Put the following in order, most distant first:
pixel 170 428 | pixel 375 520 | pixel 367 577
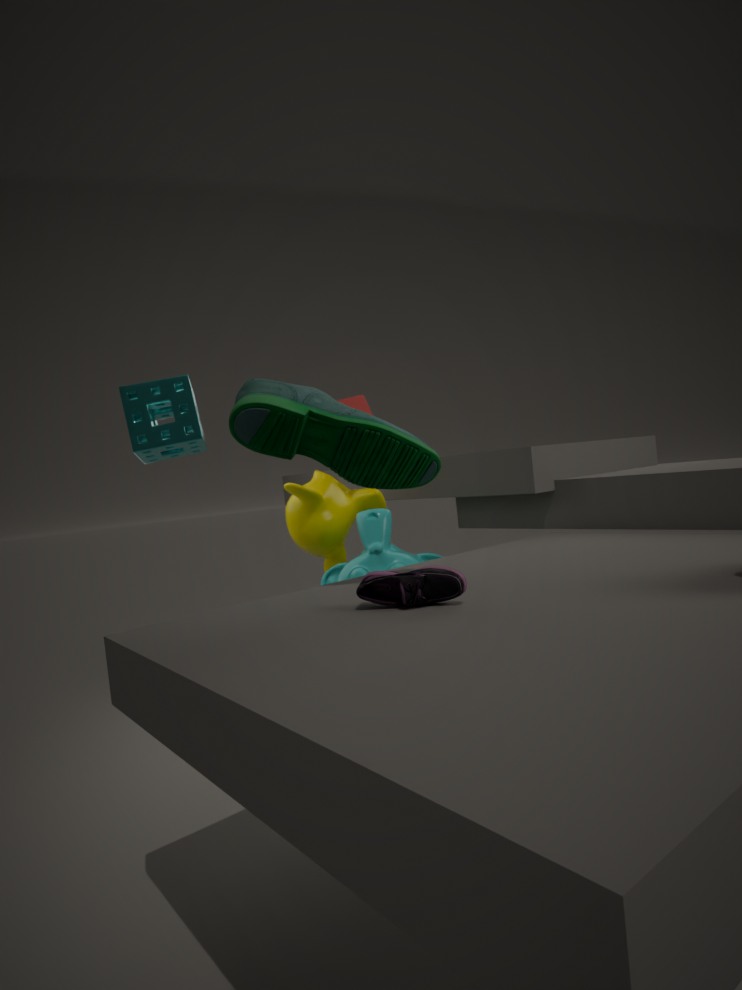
pixel 375 520, pixel 170 428, pixel 367 577
